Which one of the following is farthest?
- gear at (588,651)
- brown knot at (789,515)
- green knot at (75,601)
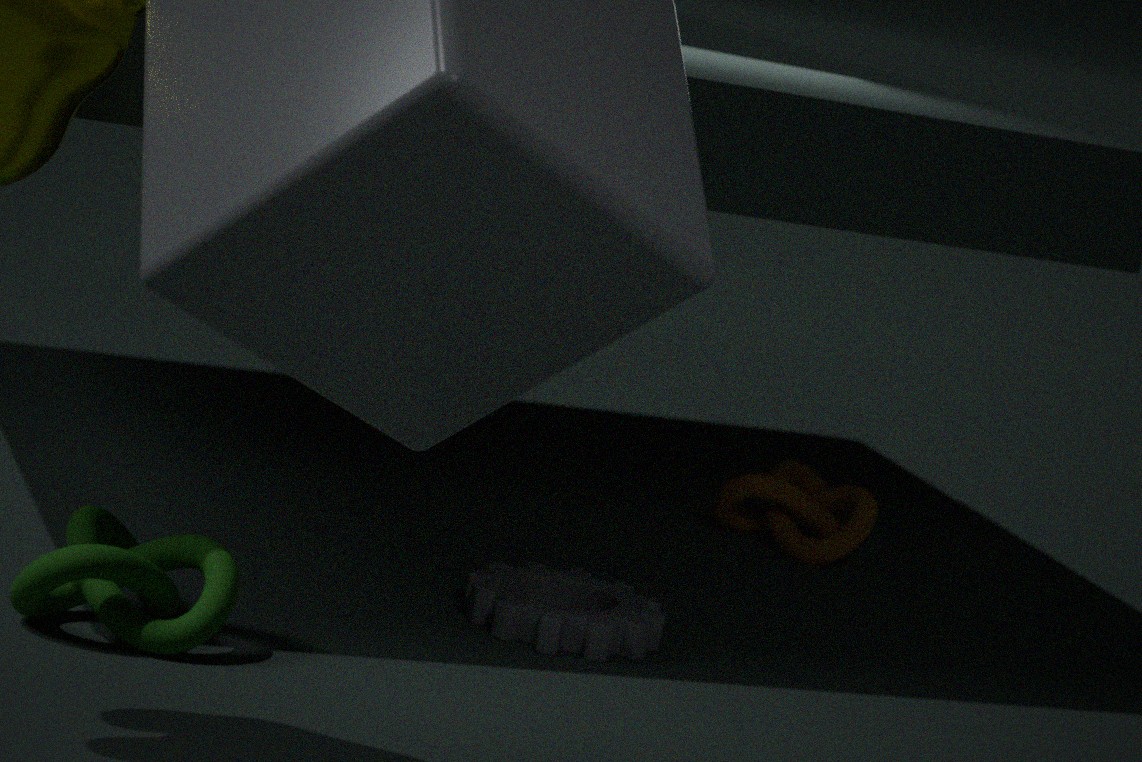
brown knot at (789,515)
